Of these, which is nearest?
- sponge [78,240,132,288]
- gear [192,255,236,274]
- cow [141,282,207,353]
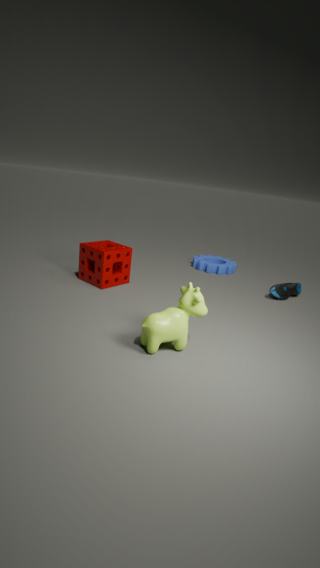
cow [141,282,207,353]
